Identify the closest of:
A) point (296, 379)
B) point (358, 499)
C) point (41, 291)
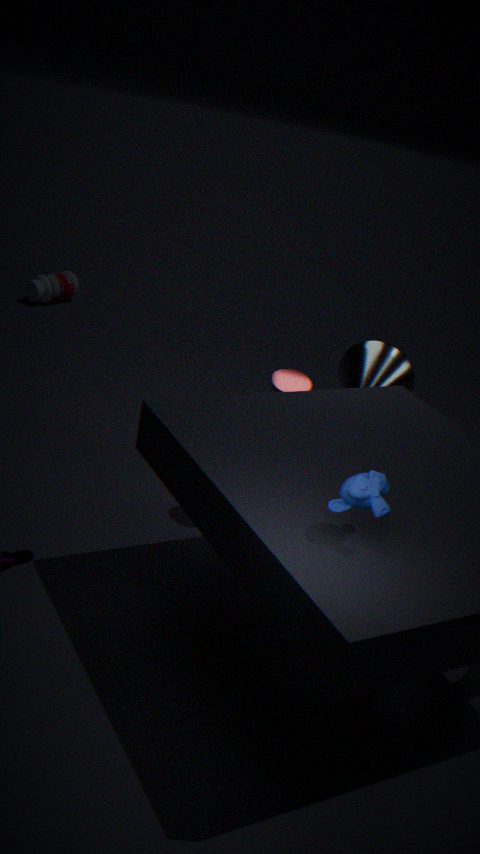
point (358, 499)
